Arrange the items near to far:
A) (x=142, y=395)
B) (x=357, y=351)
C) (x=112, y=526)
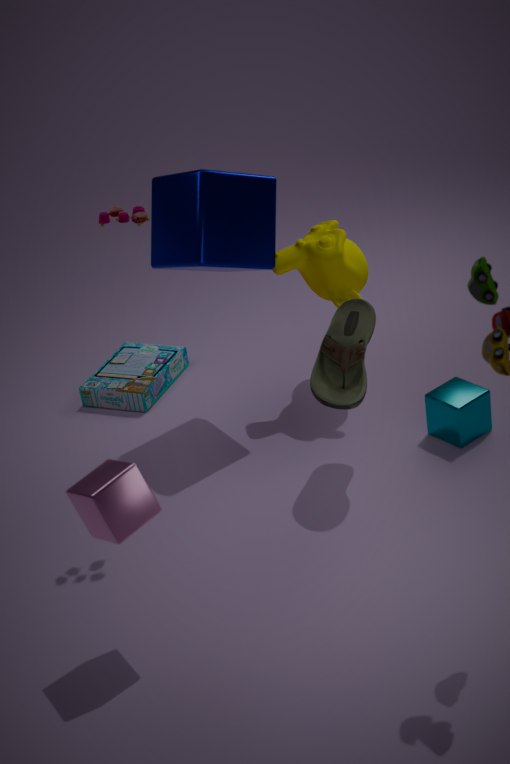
C. (x=112, y=526), B. (x=357, y=351), A. (x=142, y=395)
